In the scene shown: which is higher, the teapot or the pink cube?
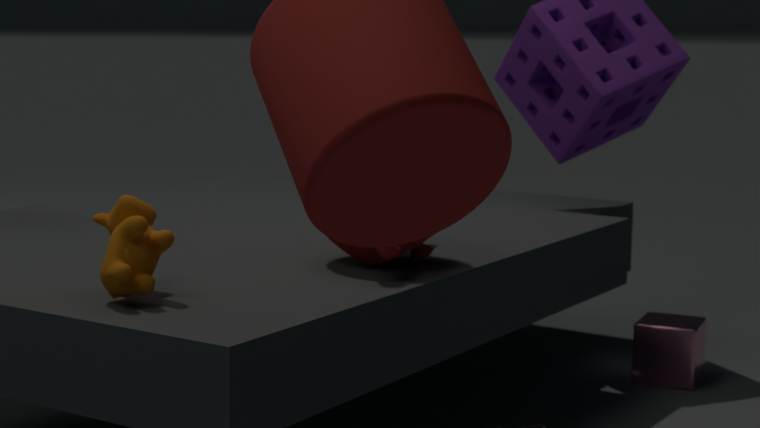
the teapot
